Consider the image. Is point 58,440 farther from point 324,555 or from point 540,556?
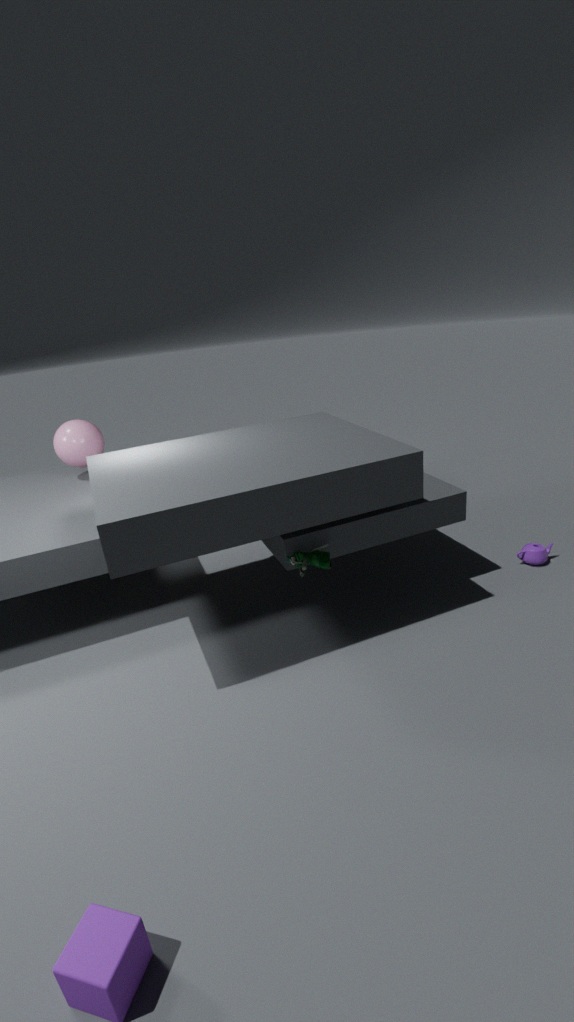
point 540,556
